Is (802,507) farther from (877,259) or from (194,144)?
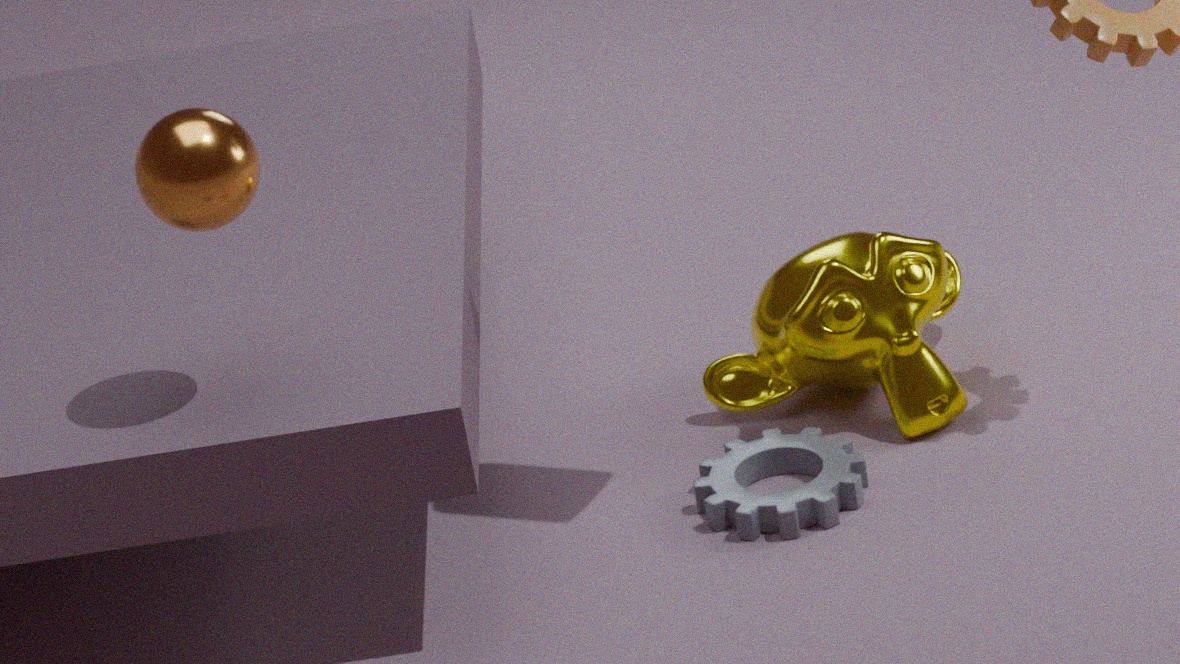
(194,144)
